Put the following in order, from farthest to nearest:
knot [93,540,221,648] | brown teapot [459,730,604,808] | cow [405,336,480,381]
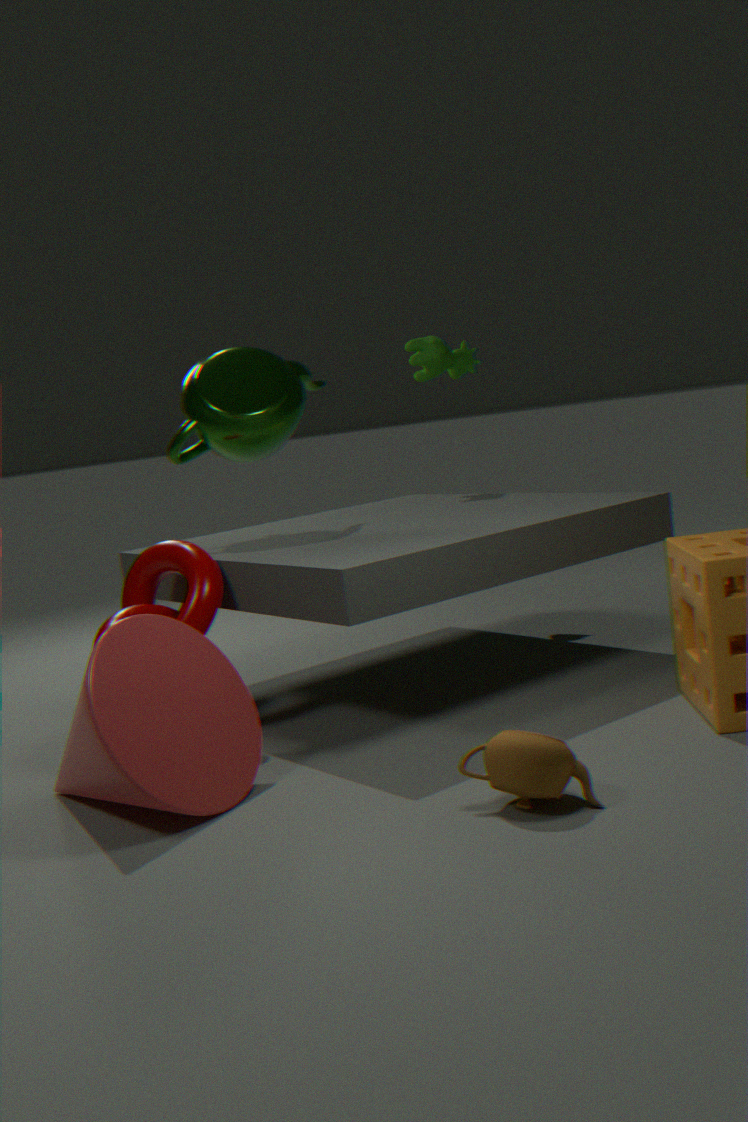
cow [405,336,480,381]
knot [93,540,221,648]
brown teapot [459,730,604,808]
